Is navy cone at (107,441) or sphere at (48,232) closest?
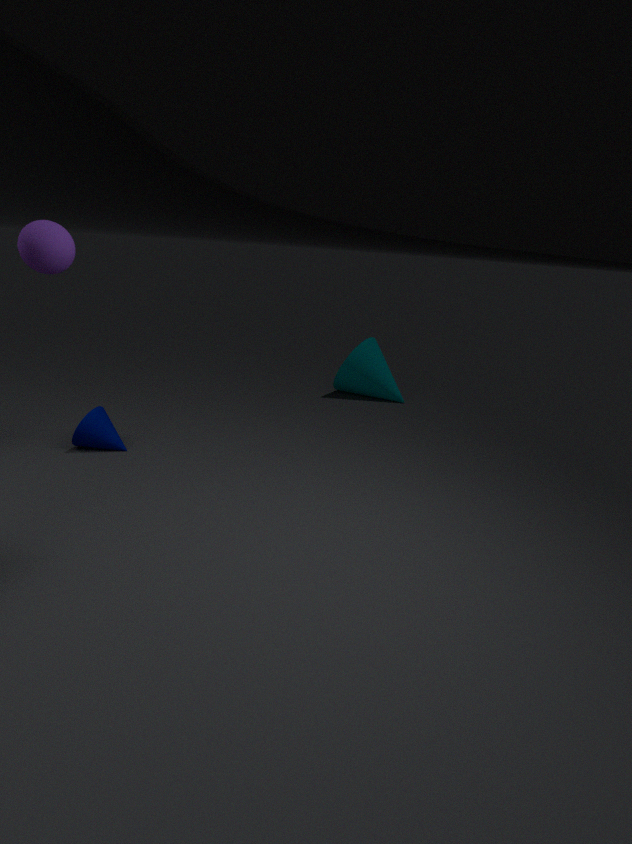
sphere at (48,232)
